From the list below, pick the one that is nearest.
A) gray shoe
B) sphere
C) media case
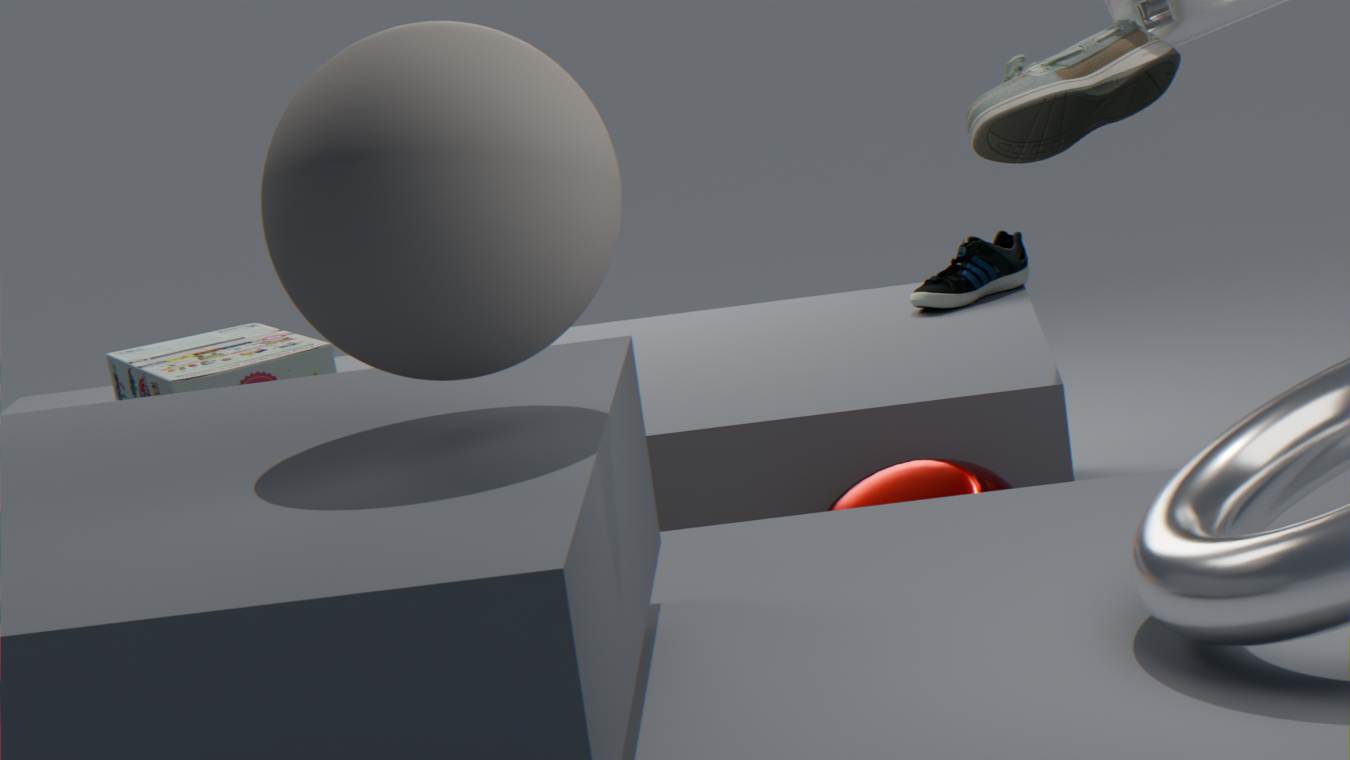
sphere
